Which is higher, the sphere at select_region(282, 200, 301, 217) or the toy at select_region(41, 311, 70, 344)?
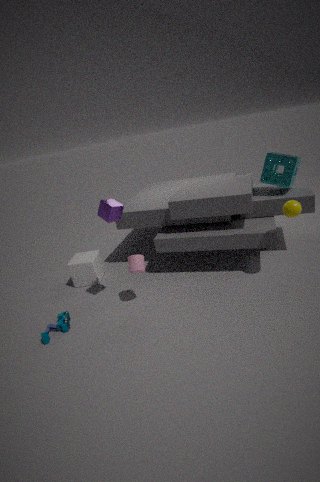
the sphere at select_region(282, 200, 301, 217)
